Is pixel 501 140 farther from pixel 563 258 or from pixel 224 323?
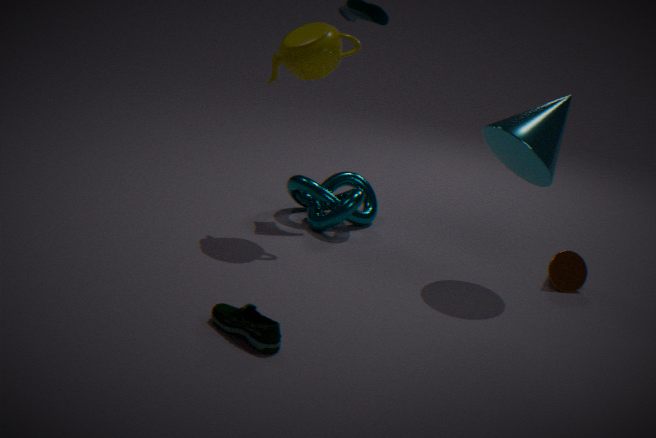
pixel 224 323
